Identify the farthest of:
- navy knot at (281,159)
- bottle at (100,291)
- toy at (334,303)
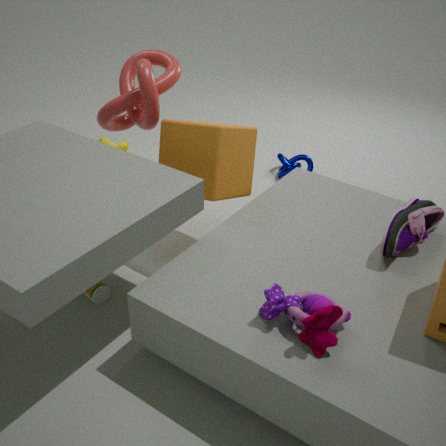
navy knot at (281,159)
